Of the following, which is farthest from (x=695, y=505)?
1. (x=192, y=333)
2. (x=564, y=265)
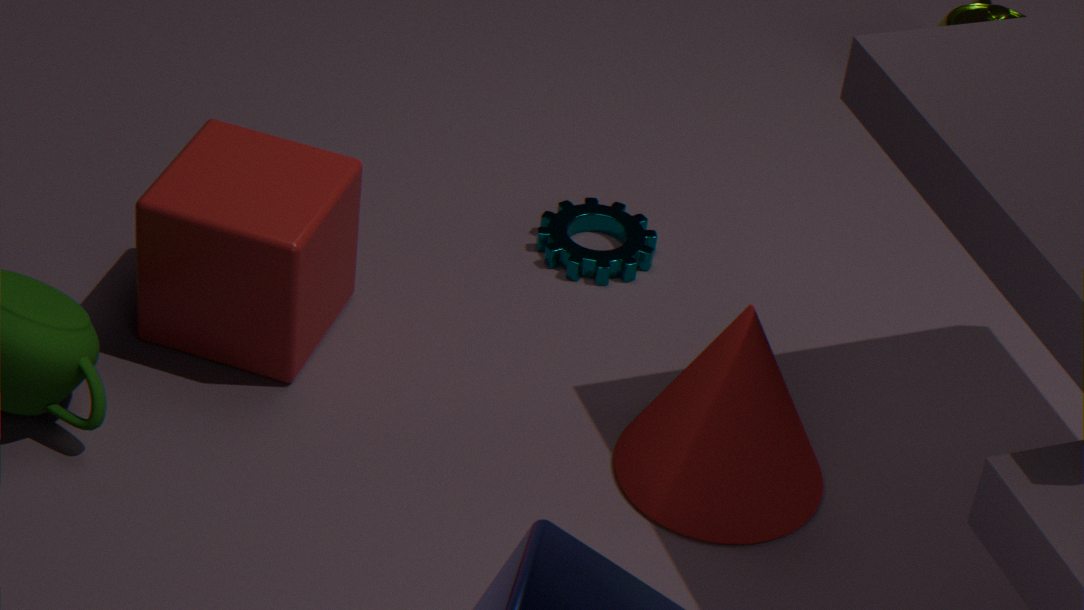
(x=192, y=333)
